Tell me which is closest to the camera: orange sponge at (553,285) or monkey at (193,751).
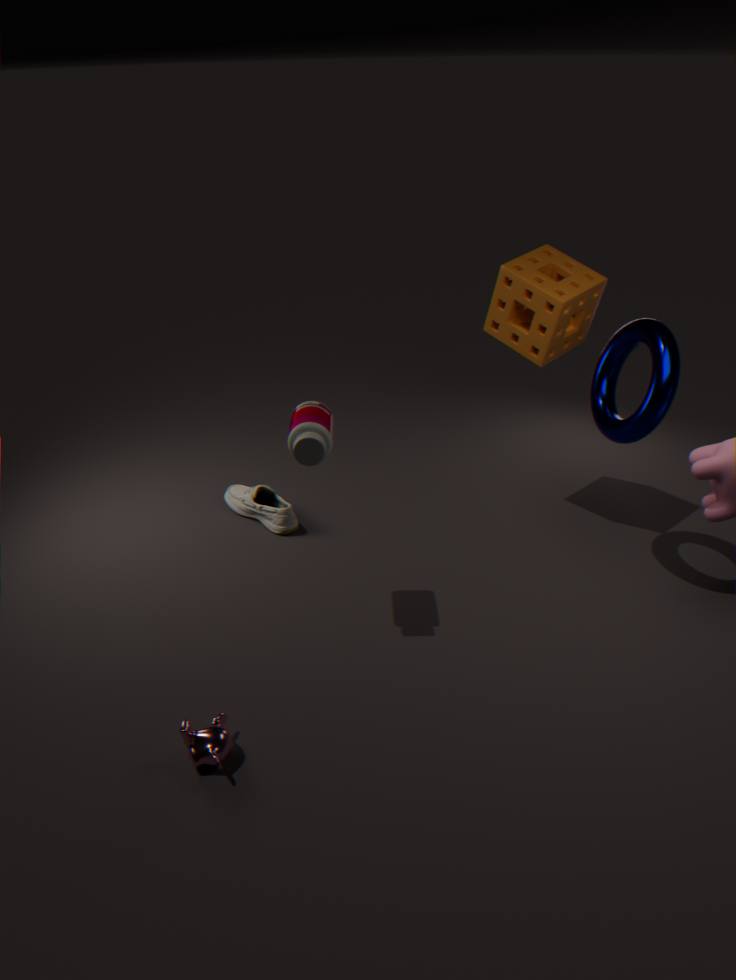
monkey at (193,751)
